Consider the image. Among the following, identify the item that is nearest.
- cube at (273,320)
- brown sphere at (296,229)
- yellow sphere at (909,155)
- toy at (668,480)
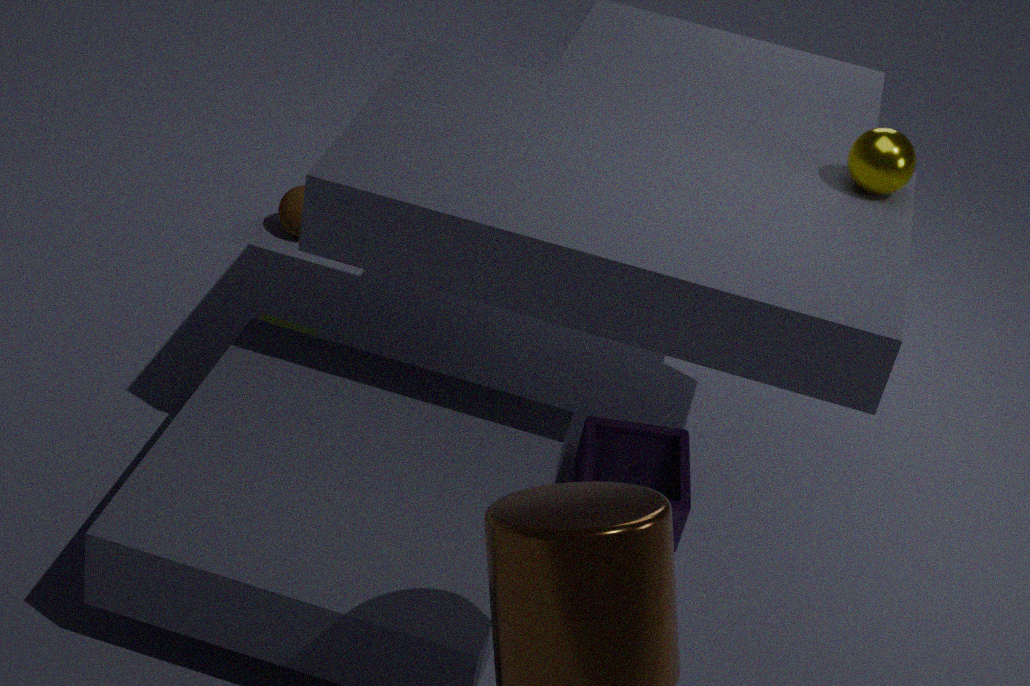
yellow sphere at (909,155)
